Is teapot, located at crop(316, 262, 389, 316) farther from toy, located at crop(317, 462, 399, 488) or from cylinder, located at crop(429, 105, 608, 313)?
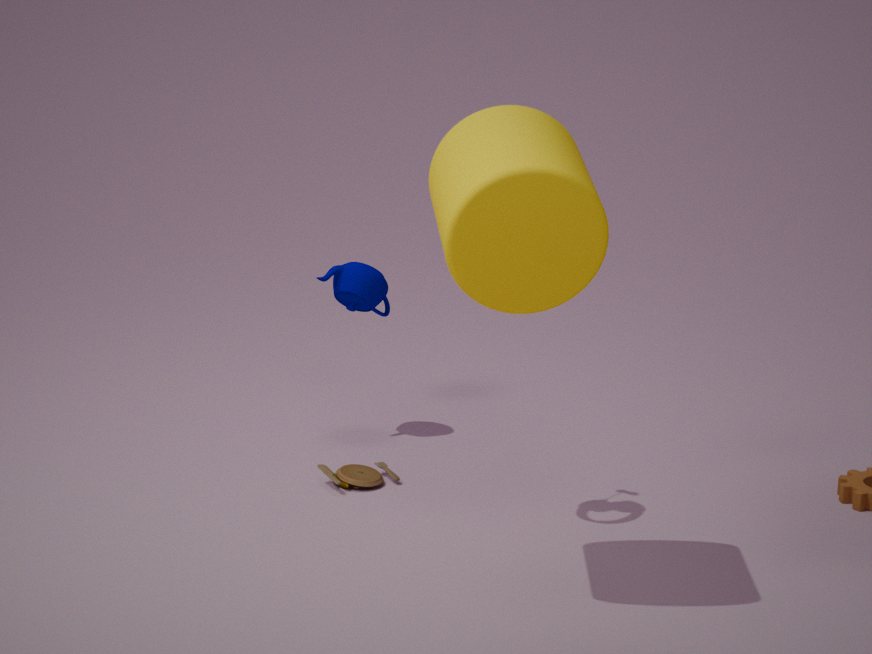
cylinder, located at crop(429, 105, 608, 313)
